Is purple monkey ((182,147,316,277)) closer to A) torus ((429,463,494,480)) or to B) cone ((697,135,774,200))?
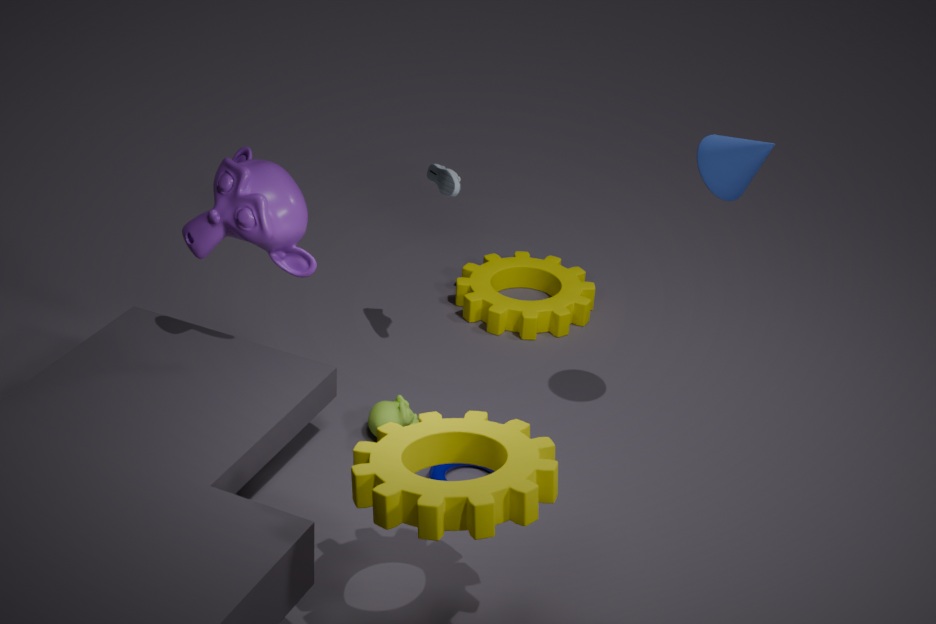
A) torus ((429,463,494,480))
